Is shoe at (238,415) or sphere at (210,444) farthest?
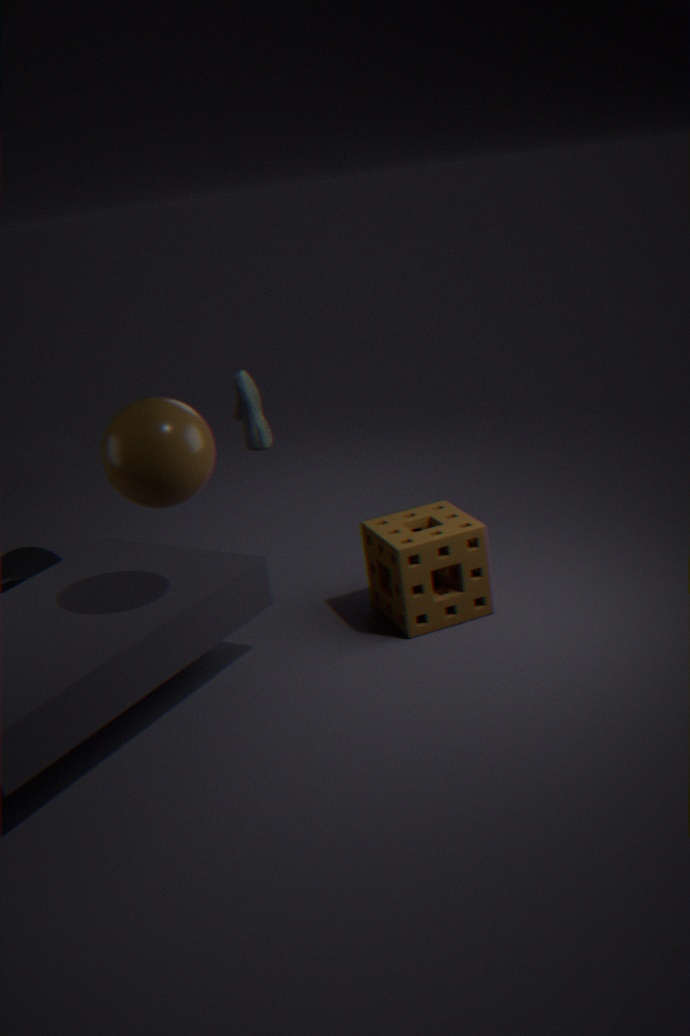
shoe at (238,415)
